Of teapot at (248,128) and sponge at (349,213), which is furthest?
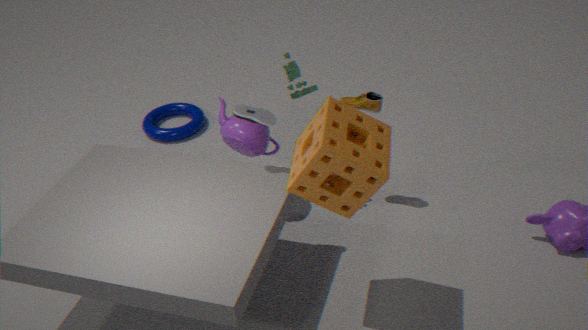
teapot at (248,128)
